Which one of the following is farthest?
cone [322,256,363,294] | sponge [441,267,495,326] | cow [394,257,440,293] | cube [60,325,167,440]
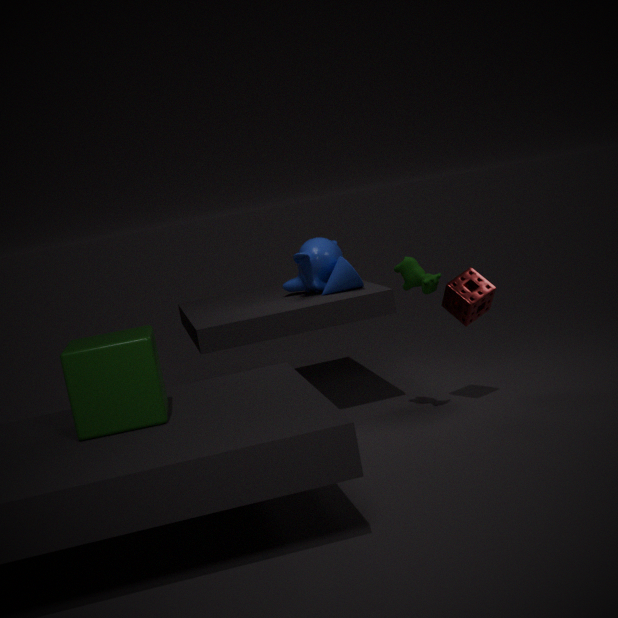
cone [322,256,363,294]
